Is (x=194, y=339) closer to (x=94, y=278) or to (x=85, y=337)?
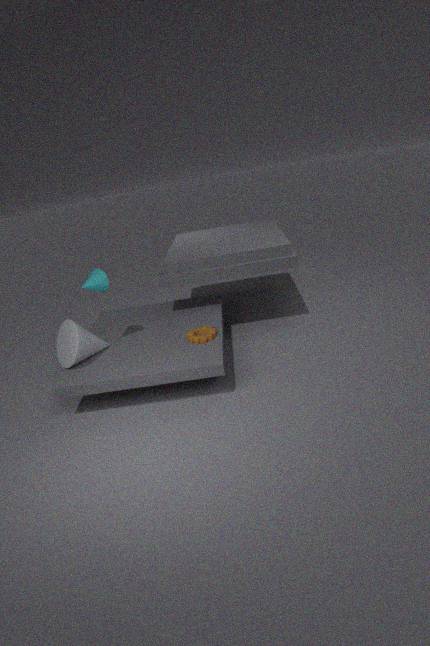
(x=94, y=278)
